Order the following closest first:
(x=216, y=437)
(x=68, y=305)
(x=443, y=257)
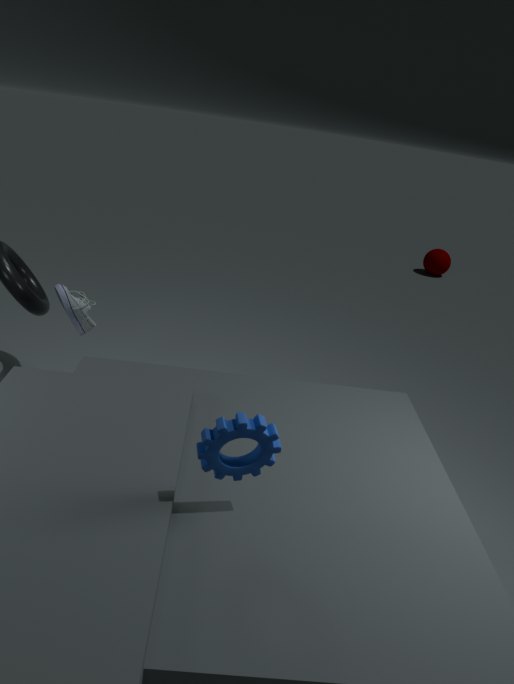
1. (x=216, y=437)
2. (x=68, y=305)
3. (x=443, y=257)
